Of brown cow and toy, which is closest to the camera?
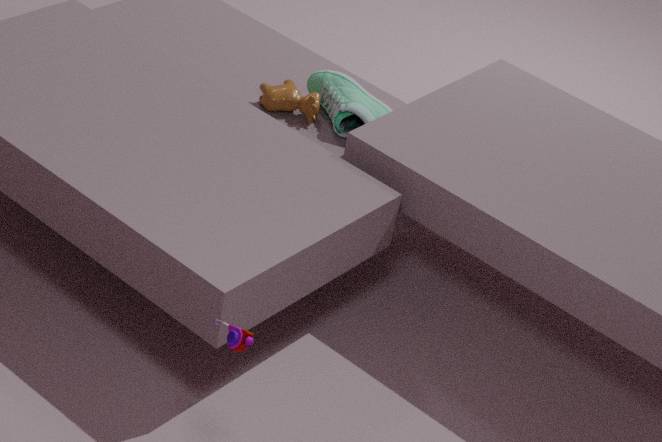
toy
